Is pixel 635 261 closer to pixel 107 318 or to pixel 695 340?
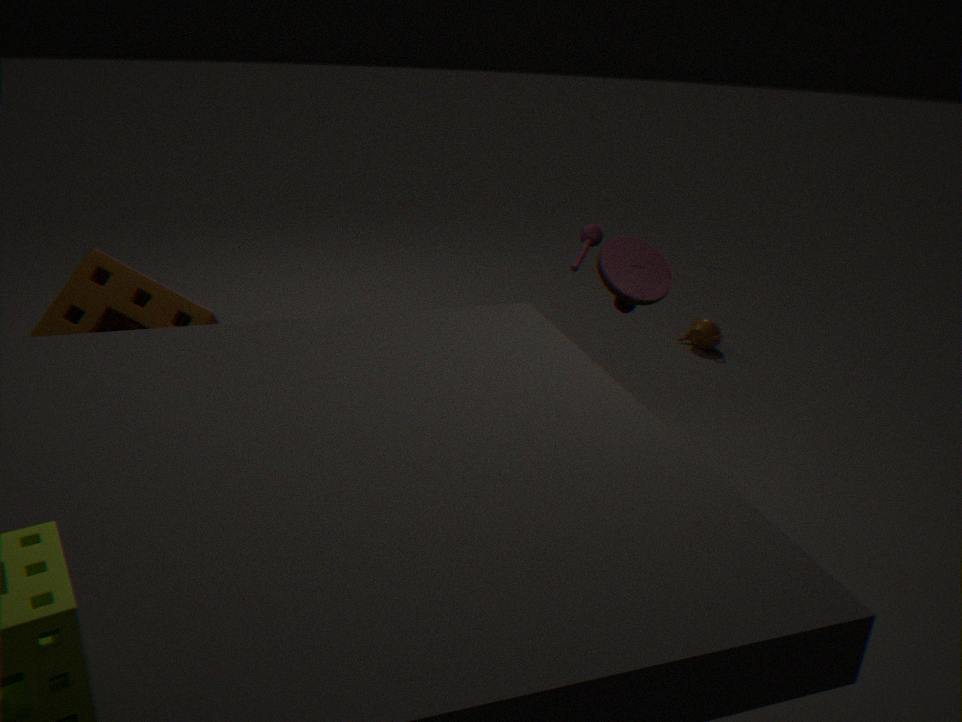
pixel 695 340
